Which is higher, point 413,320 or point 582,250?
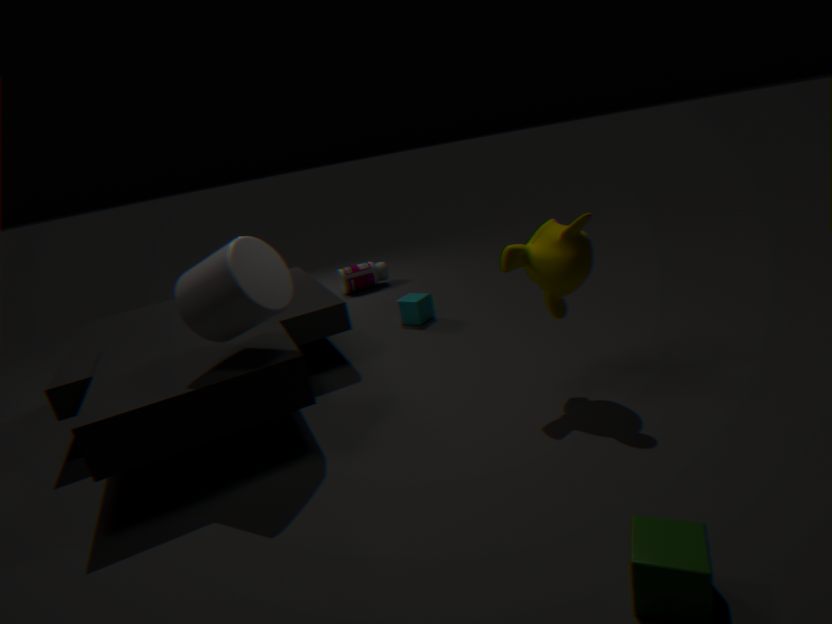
point 582,250
